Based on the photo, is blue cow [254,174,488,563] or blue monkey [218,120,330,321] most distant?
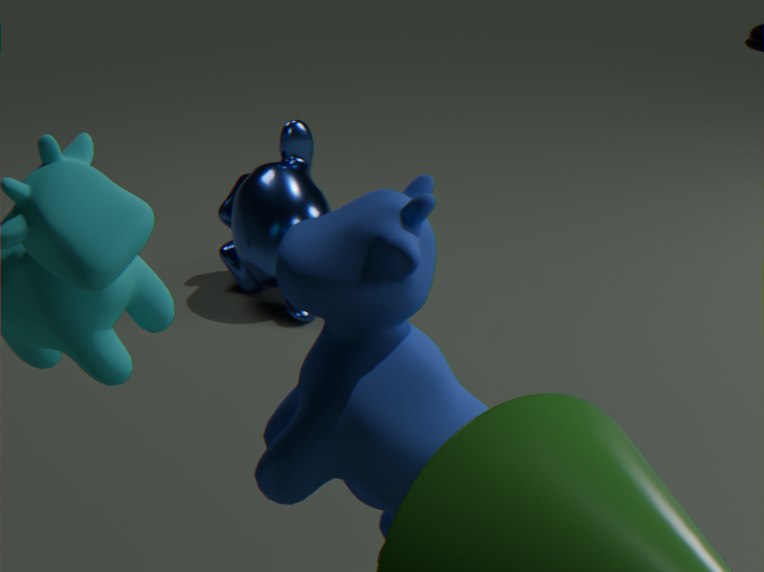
blue monkey [218,120,330,321]
